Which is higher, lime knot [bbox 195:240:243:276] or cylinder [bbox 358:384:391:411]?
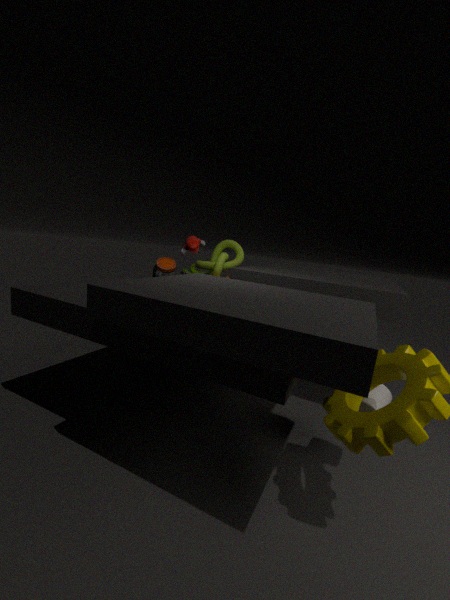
lime knot [bbox 195:240:243:276]
